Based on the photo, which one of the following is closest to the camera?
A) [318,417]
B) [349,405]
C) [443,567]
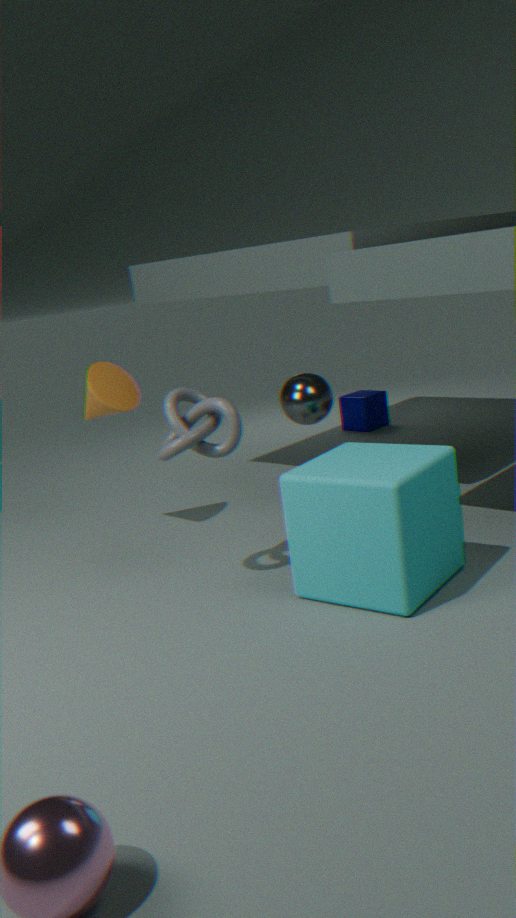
[443,567]
